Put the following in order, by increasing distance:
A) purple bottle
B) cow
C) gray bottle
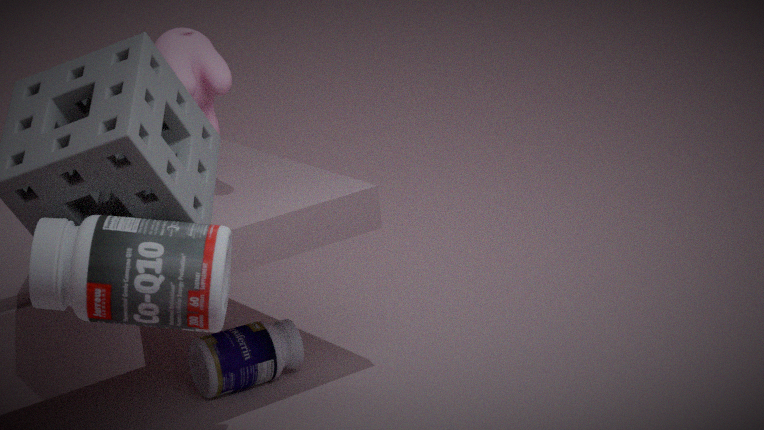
gray bottle
cow
purple bottle
